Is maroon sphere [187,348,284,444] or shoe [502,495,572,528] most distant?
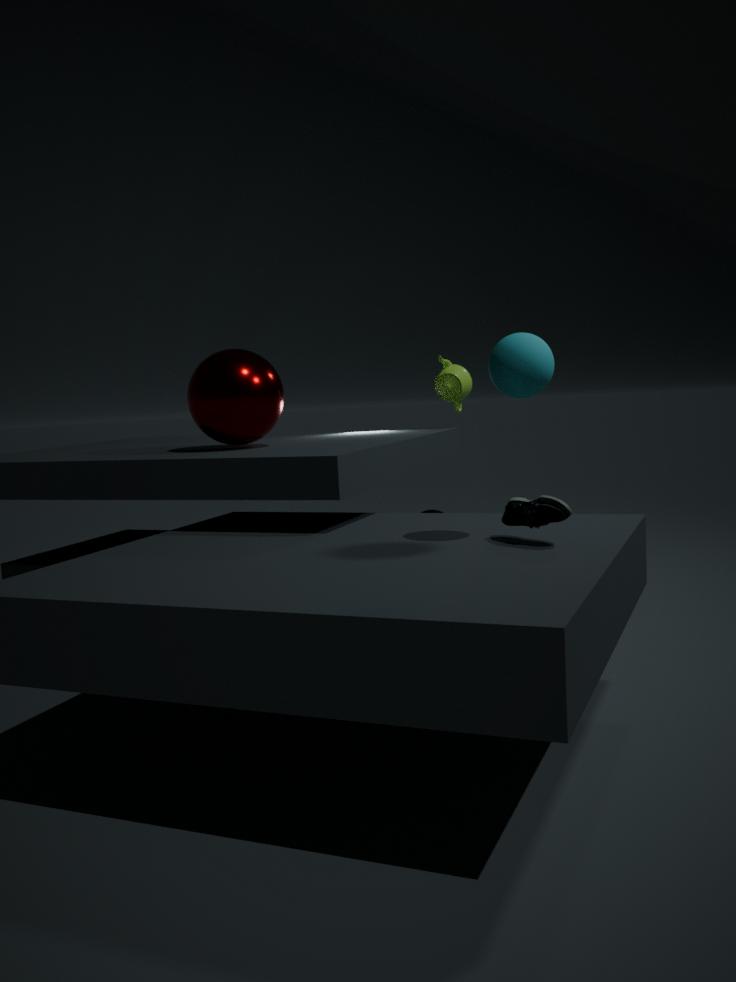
maroon sphere [187,348,284,444]
